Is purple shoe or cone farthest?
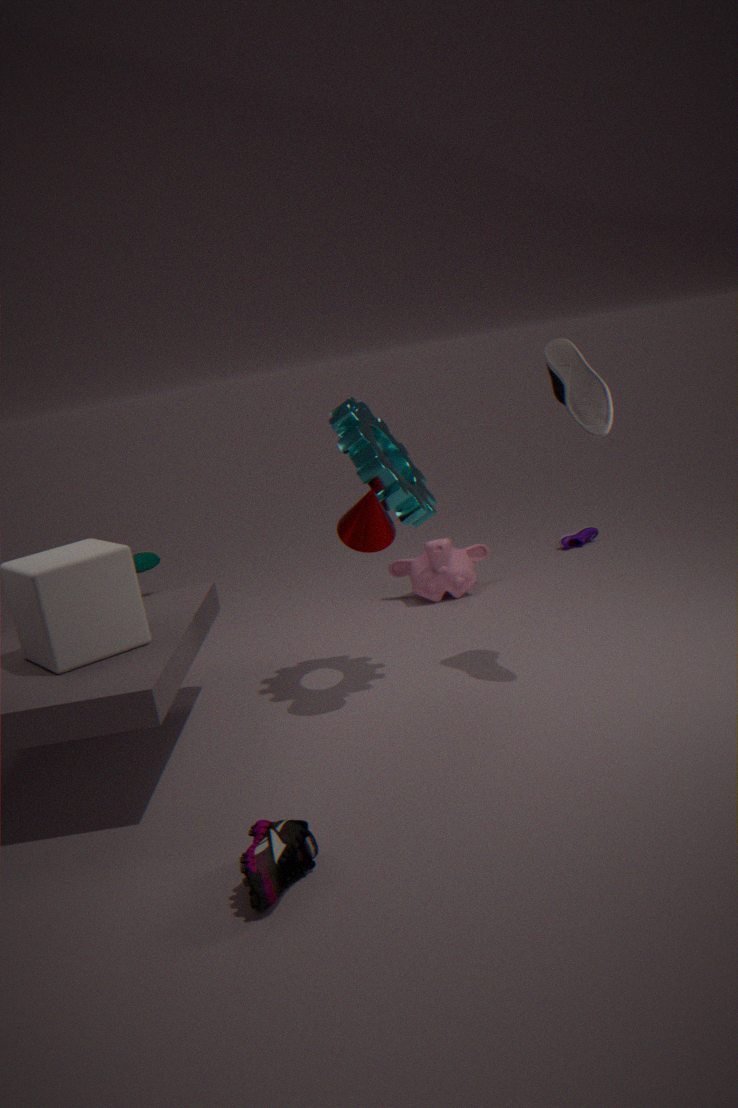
purple shoe
